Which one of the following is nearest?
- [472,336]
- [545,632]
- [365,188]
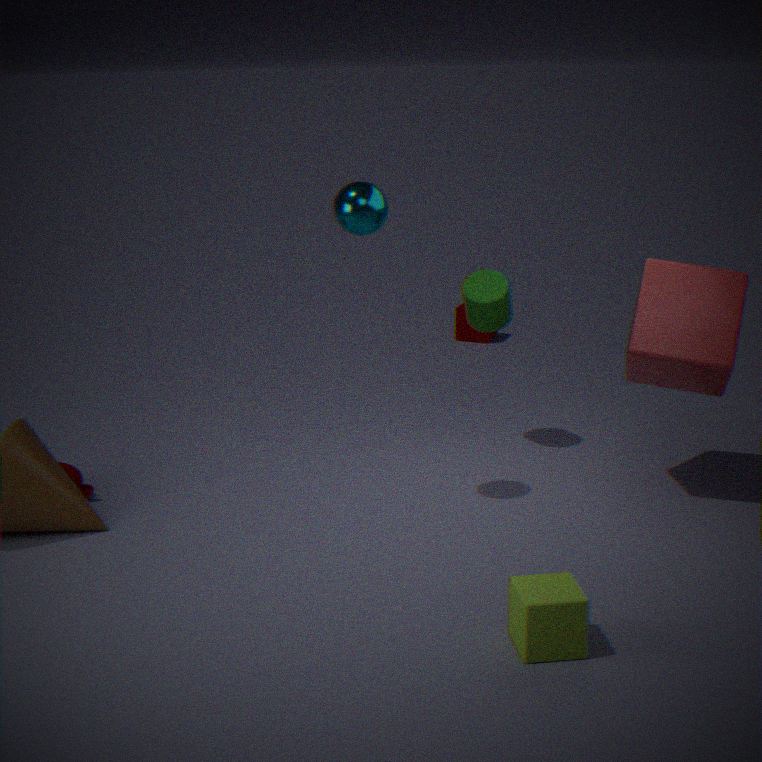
[545,632]
